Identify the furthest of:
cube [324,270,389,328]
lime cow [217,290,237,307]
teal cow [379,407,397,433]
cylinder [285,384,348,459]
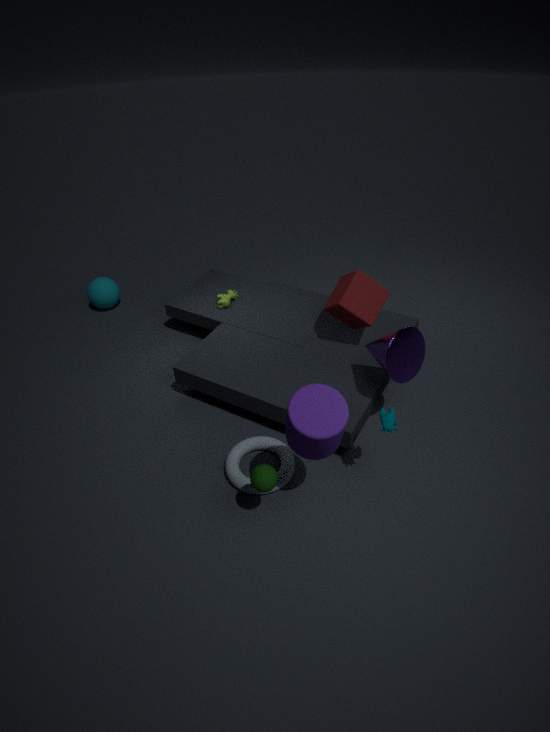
lime cow [217,290,237,307]
